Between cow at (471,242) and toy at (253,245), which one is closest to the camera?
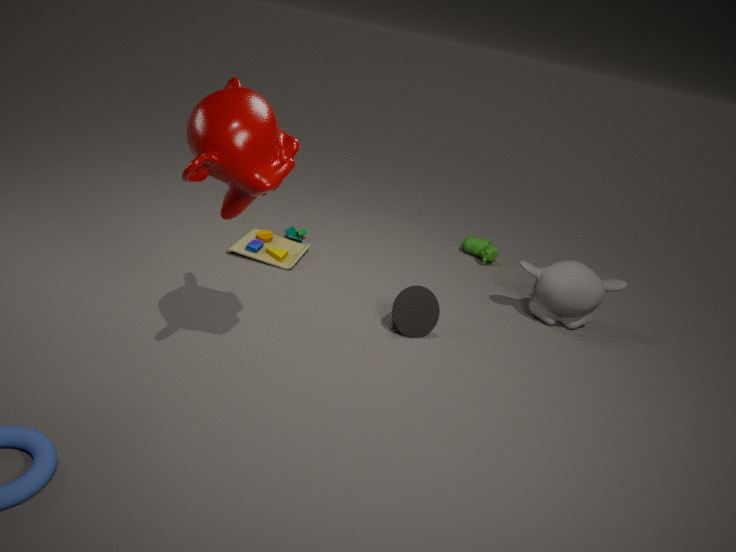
toy at (253,245)
